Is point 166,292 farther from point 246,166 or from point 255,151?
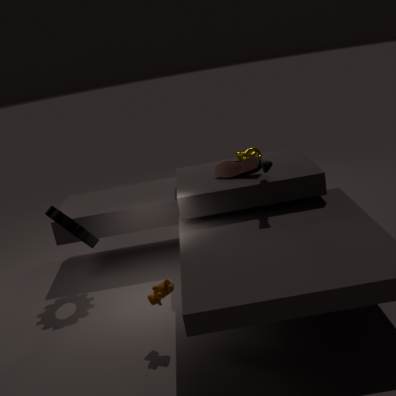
point 255,151
